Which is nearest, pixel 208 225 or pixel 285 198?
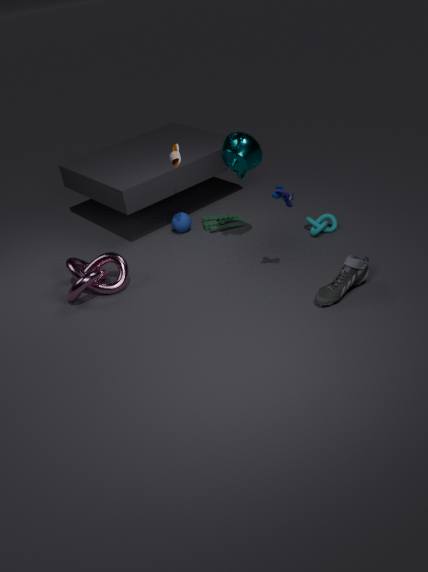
pixel 285 198
